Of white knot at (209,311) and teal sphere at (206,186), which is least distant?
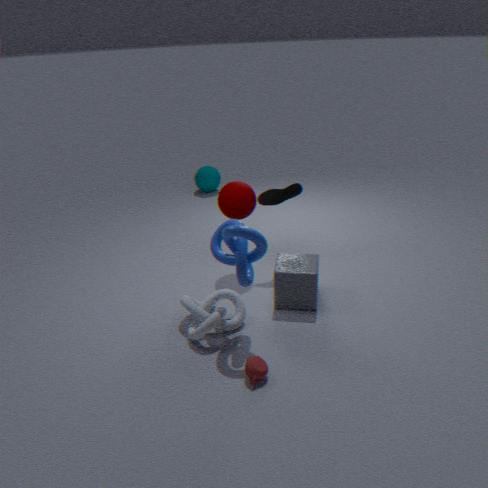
white knot at (209,311)
